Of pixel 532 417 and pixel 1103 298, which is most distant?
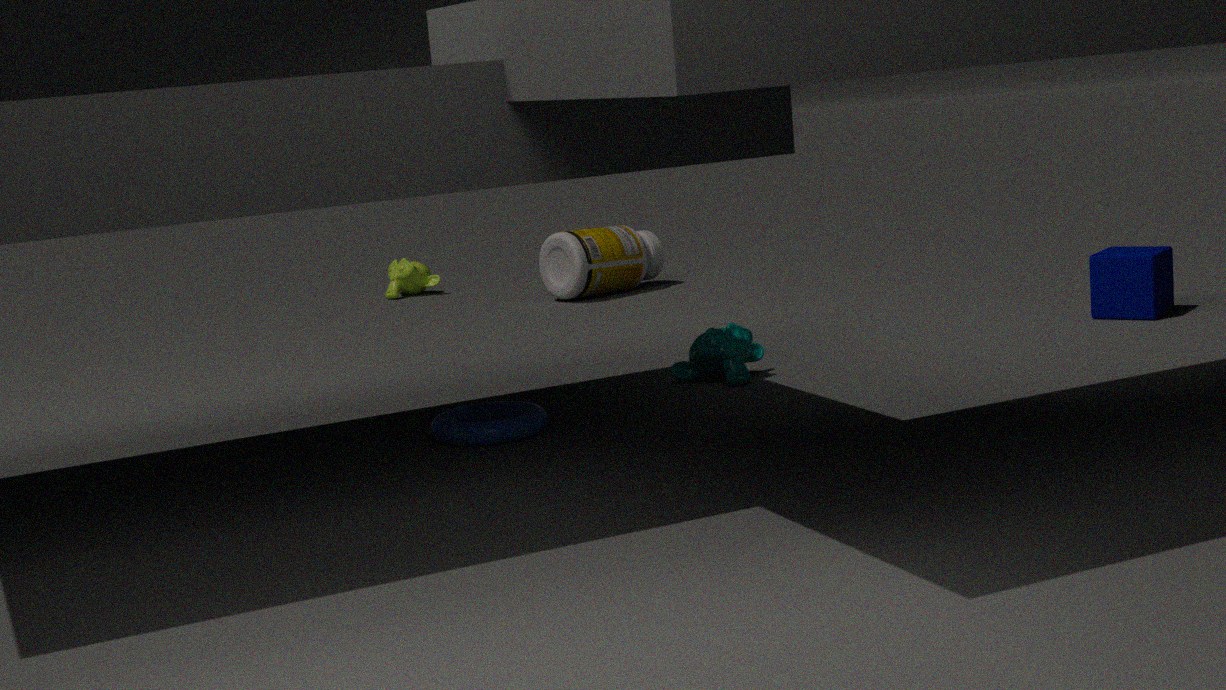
pixel 1103 298
